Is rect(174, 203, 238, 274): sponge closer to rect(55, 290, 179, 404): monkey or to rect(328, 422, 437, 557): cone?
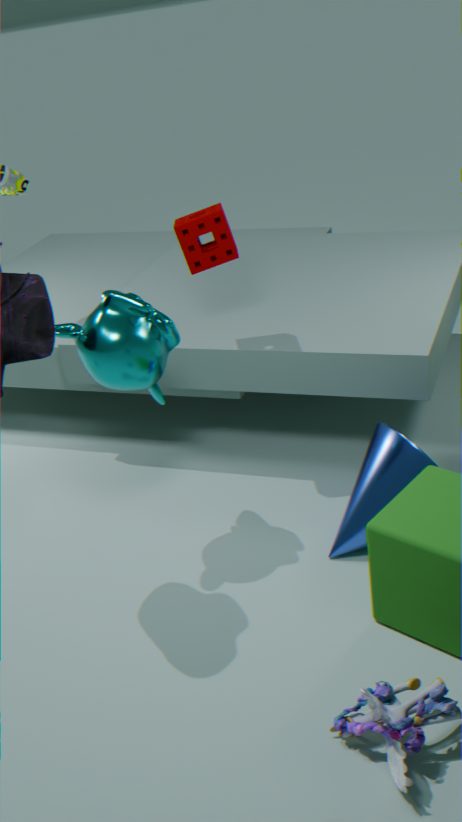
rect(55, 290, 179, 404): monkey
